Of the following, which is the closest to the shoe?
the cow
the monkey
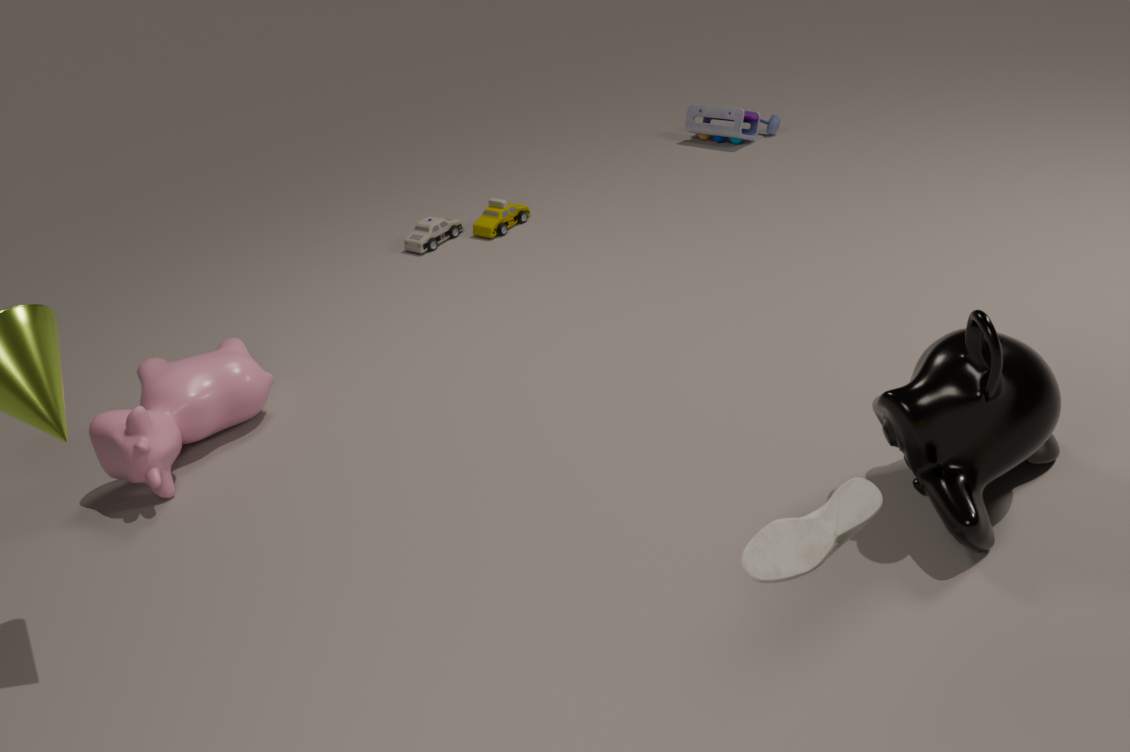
the monkey
